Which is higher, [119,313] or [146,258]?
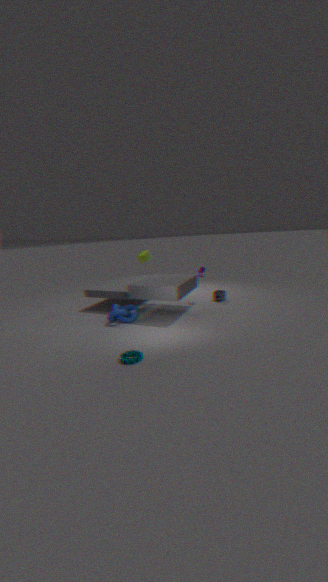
[146,258]
